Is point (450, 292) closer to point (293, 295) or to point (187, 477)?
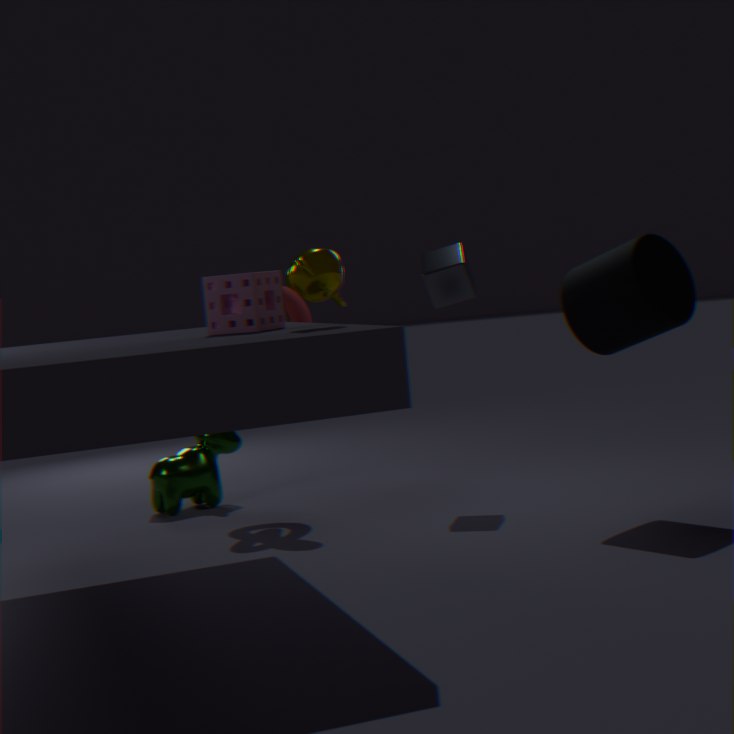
point (293, 295)
